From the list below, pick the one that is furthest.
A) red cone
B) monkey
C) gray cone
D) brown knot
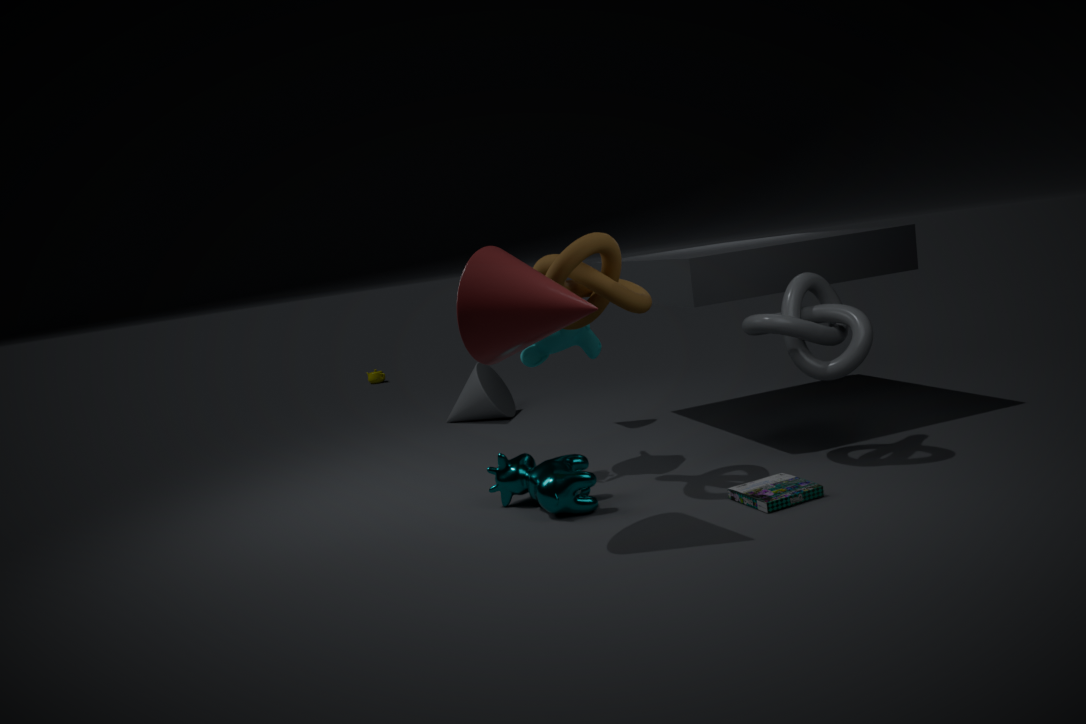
gray cone
